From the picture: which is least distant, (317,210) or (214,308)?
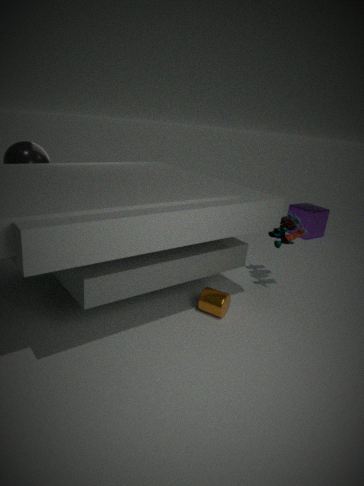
(214,308)
